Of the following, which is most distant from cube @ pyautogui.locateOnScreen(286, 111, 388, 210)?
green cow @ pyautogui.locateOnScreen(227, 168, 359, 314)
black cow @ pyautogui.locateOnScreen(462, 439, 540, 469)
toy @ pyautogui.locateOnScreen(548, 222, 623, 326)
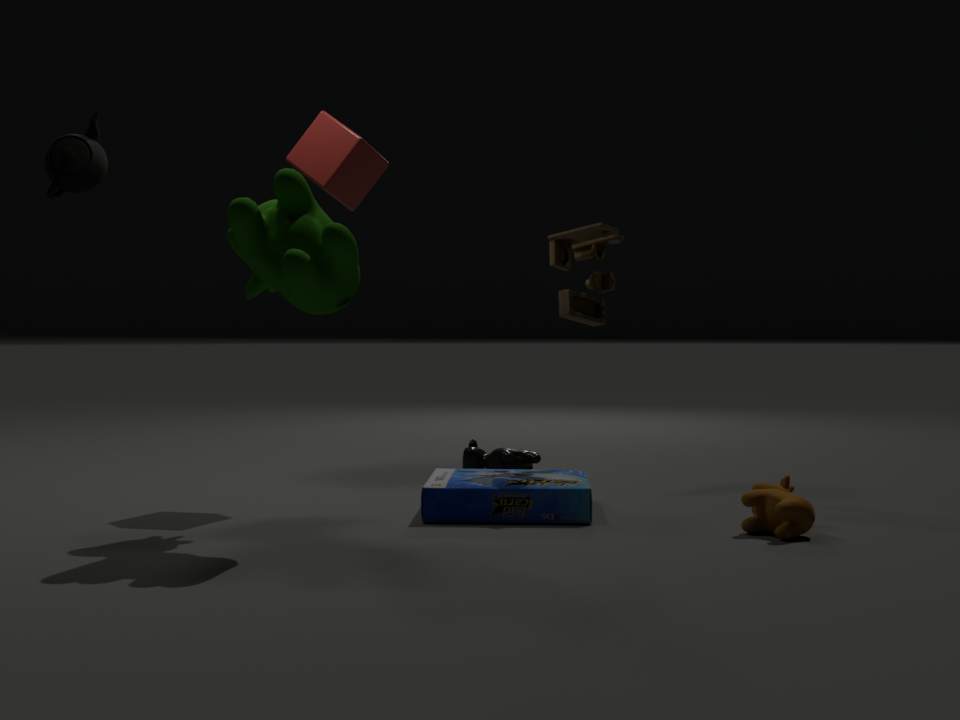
black cow @ pyautogui.locateOnScreen(462, 439, 540, 469)
